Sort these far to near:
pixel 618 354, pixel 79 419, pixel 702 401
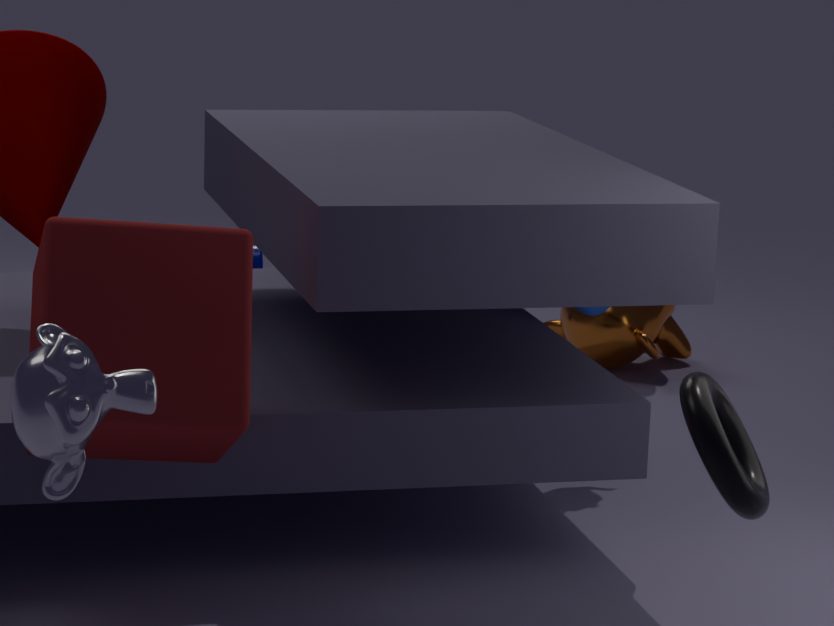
pixel 618 354 → pixel 702 401 → pixel 79 419
